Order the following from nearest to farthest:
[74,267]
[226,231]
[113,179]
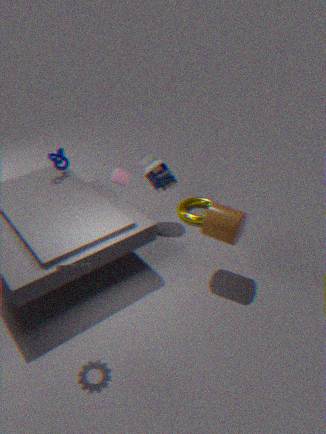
[74,267]
[226,231]
[113,179]
